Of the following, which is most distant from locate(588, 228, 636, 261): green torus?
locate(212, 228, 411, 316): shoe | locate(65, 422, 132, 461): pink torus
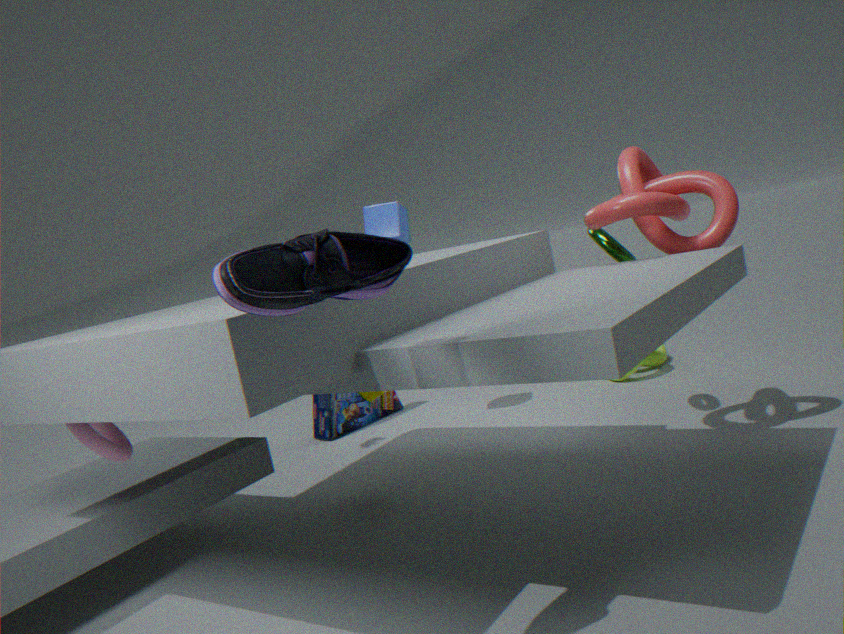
locate(65, 422, 132, 461): pink torus
